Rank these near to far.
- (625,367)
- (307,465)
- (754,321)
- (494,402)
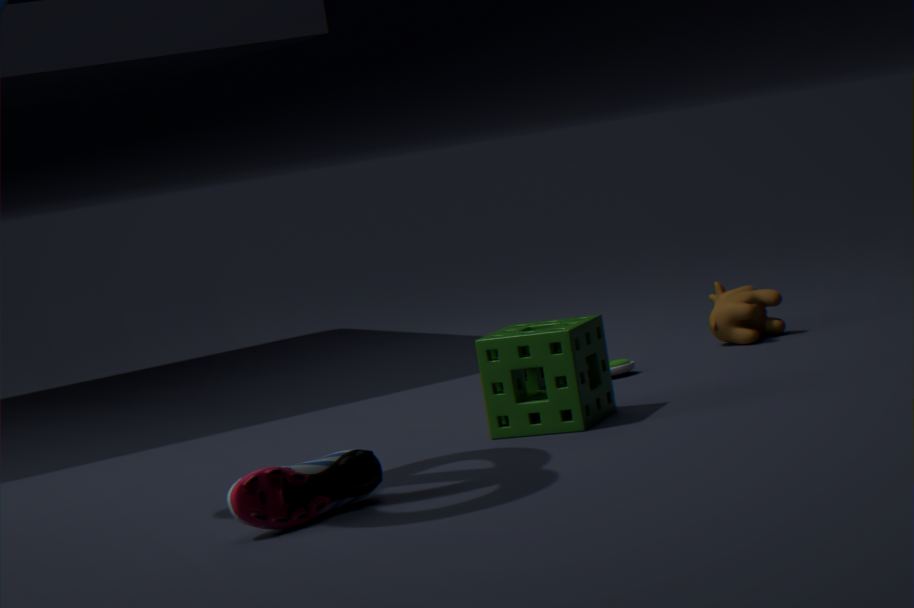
(307,465) → (494,402) → (625,367) → (754,321)
